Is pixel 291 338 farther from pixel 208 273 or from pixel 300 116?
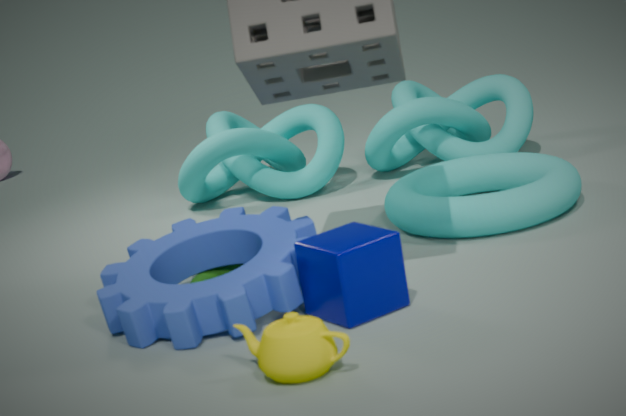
pixel 300 116
